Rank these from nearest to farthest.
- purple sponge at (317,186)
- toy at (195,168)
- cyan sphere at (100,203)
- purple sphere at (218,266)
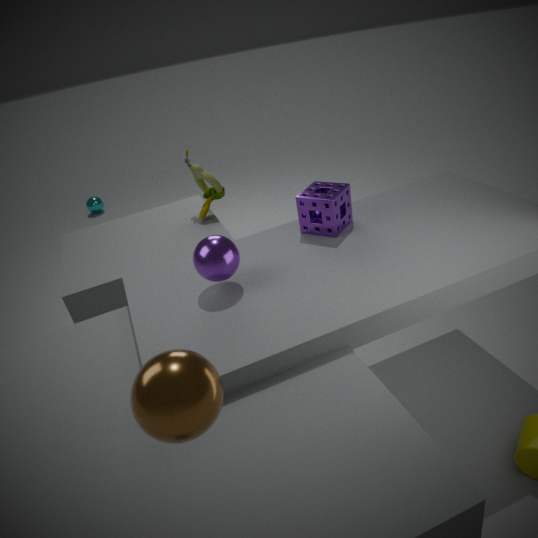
purple sphere at (218,266), purple sponge at (317,186), toy at (195,168), cyan sphere at (100,203)
